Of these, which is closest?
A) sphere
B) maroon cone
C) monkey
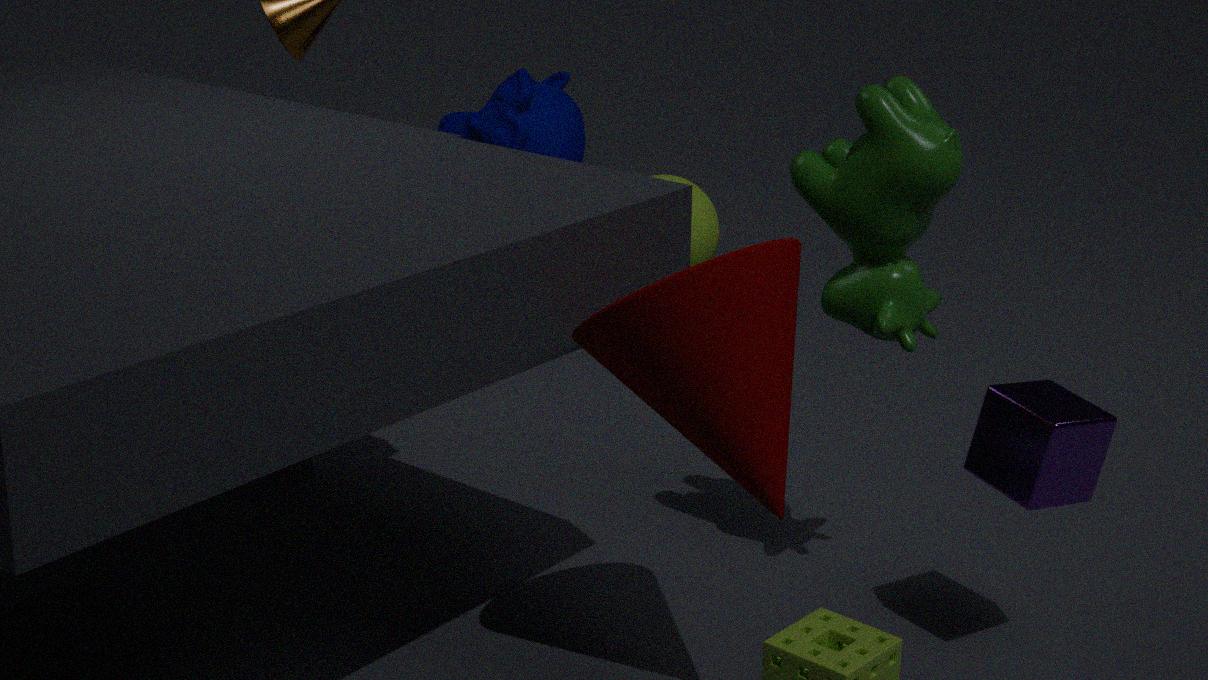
B. maroon cone
